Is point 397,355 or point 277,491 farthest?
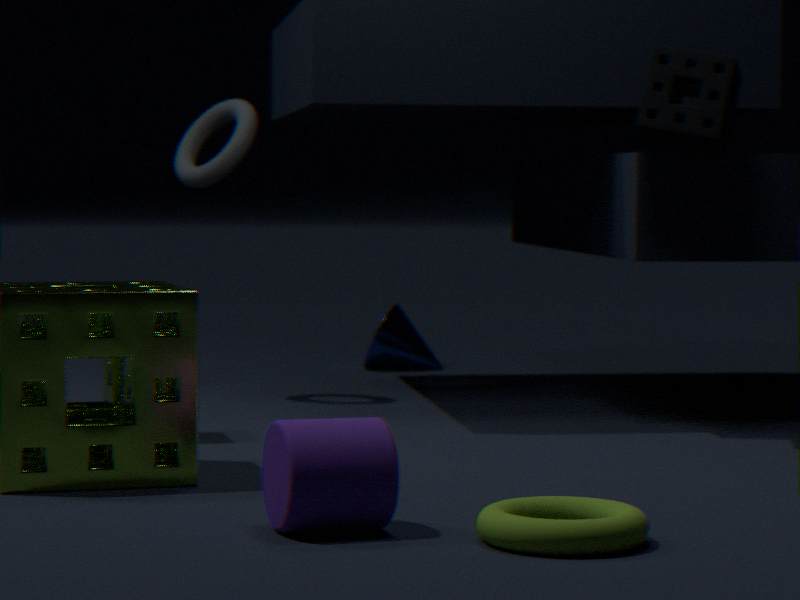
point 397,355
